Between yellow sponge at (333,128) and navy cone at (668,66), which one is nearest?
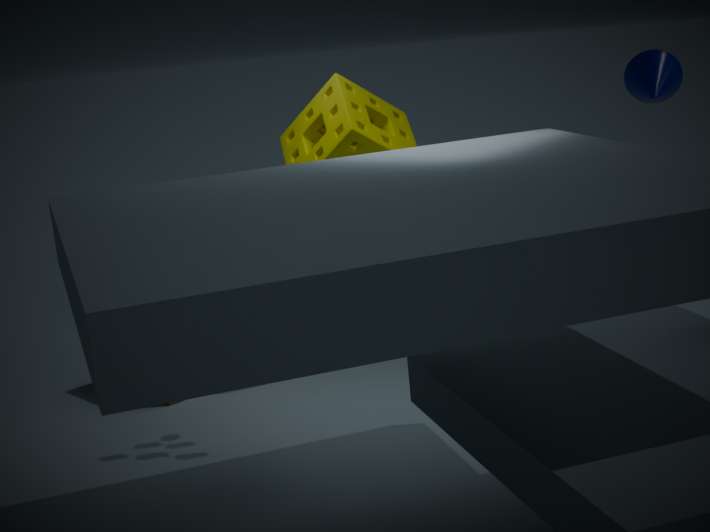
yellow sponge at (333,128)
